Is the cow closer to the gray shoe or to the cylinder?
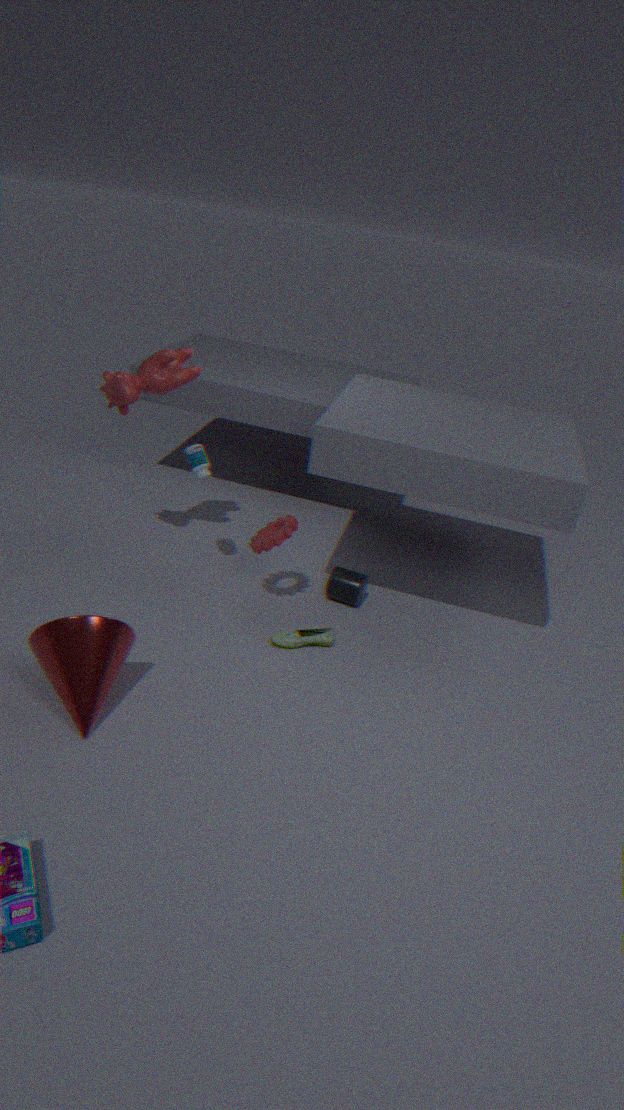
the cylinder
